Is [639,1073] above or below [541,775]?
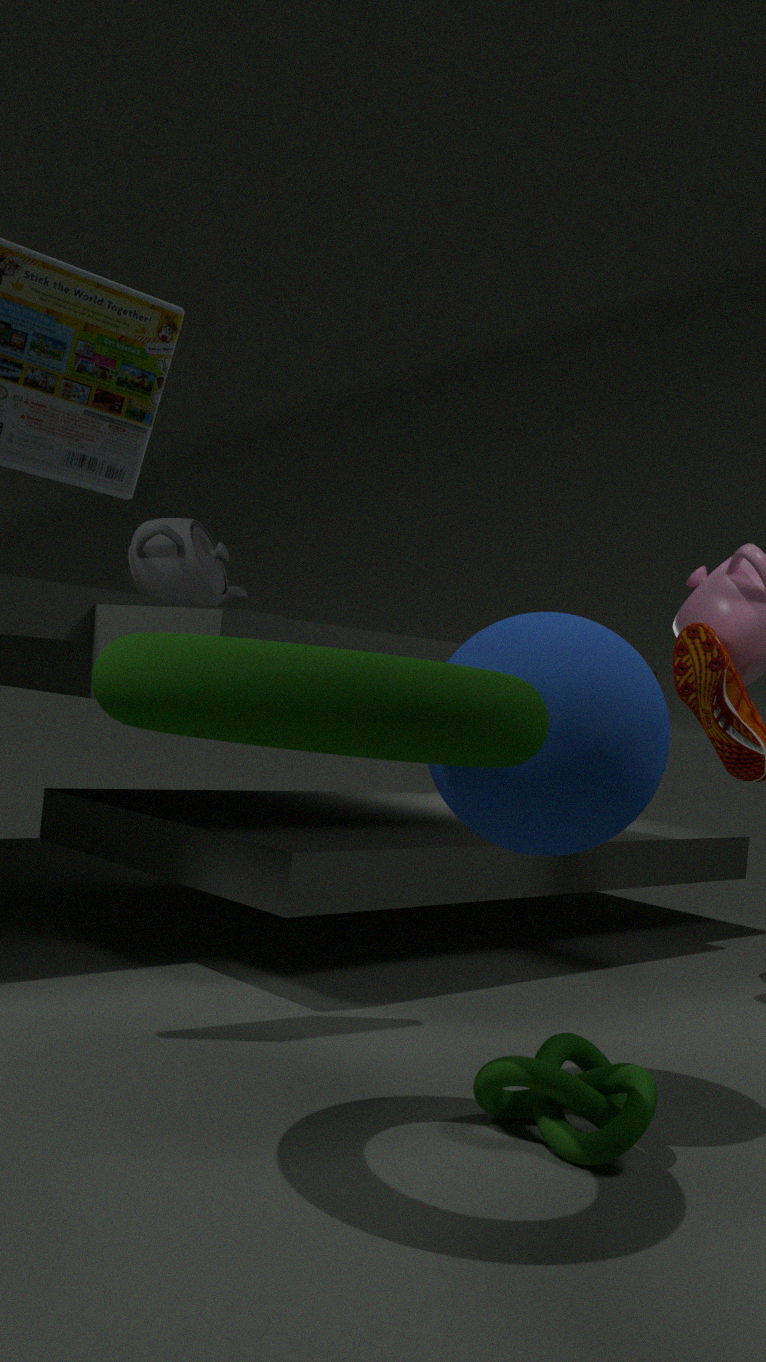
below
